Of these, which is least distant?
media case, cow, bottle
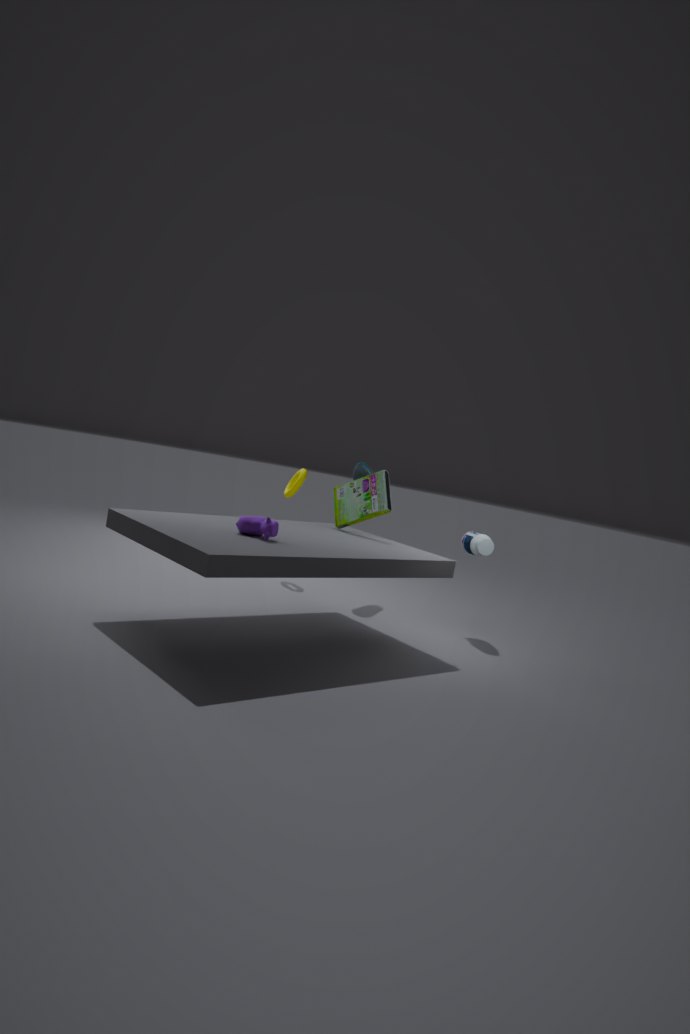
cow
